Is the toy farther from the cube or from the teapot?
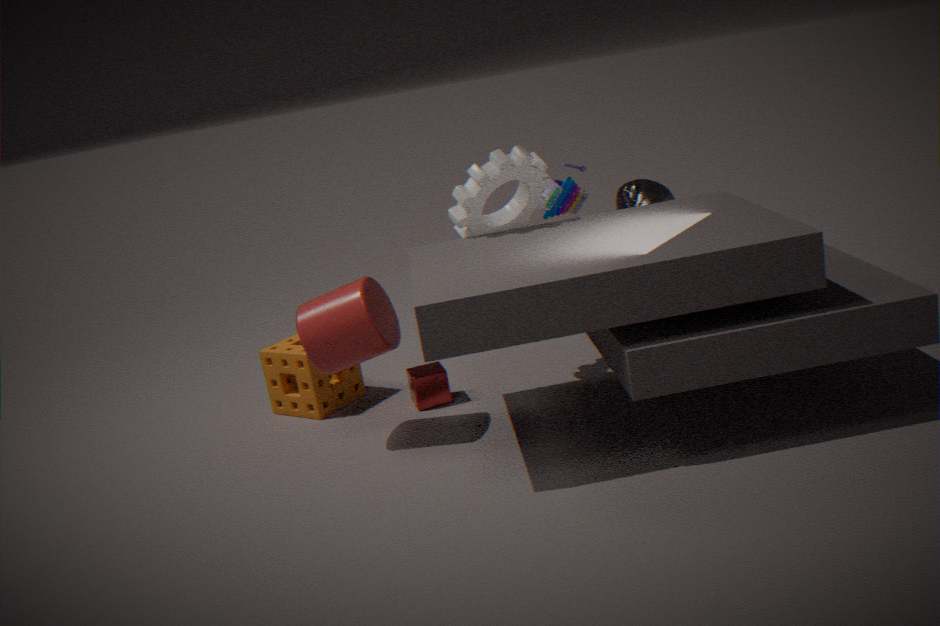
the cube
